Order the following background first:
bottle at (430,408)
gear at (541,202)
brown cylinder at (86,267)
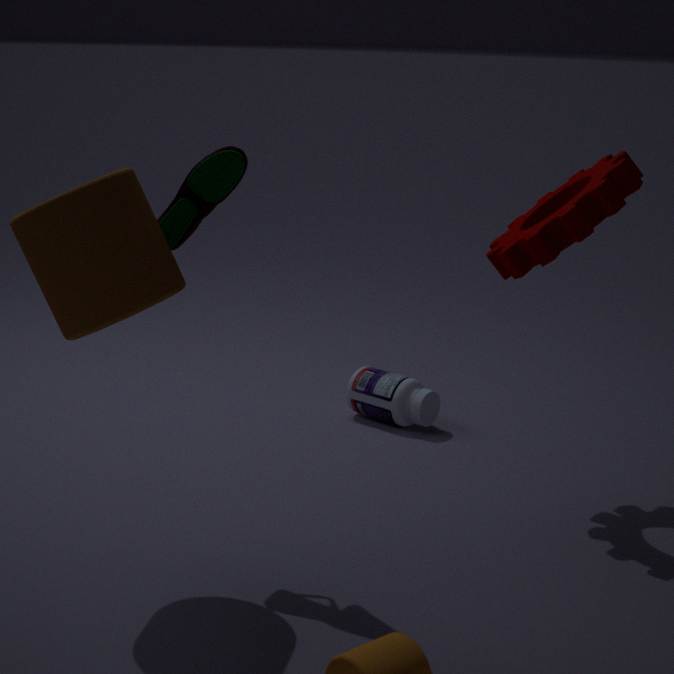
bottle at (430,408)
gear at (541,202)
brown cylinder at (86,267)
